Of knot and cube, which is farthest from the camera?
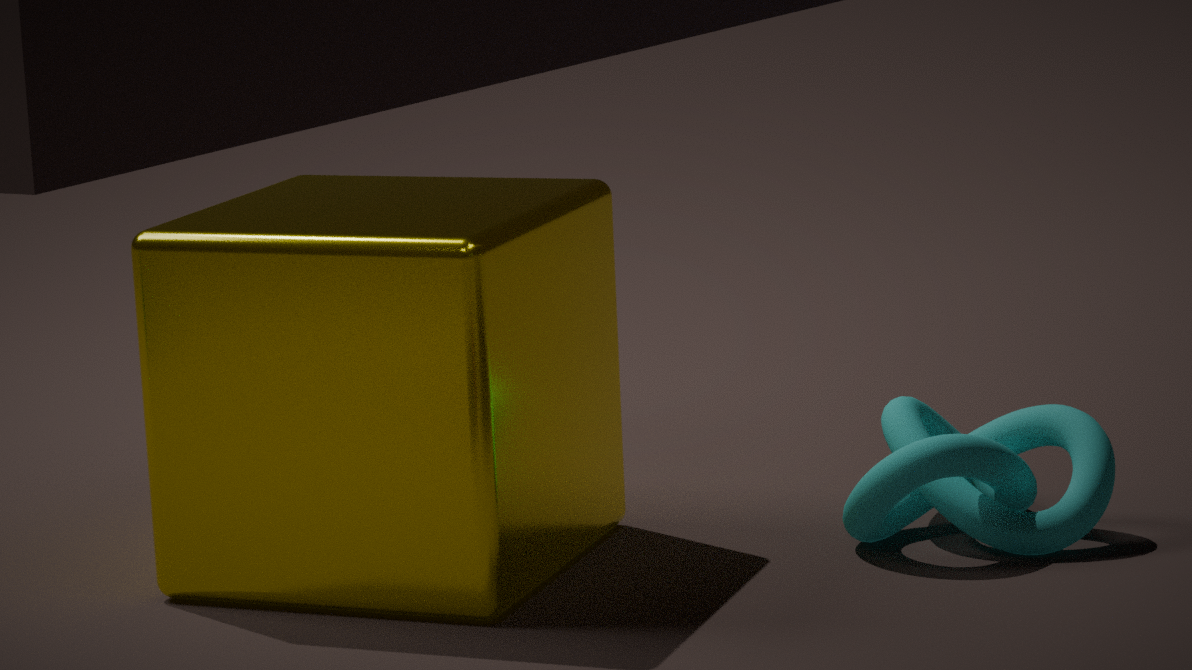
knot
